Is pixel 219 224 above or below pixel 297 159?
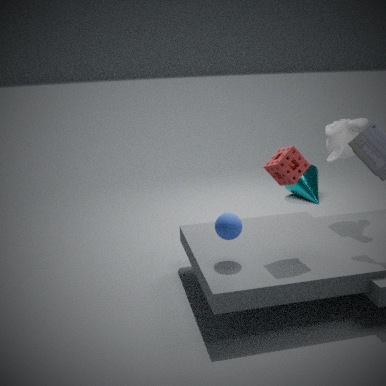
below
